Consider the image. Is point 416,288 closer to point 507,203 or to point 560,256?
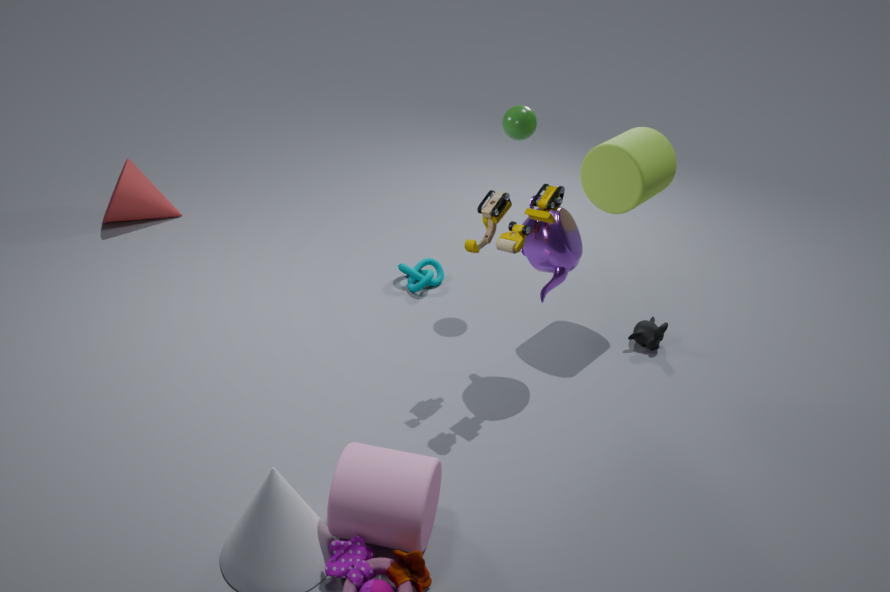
point 560,256
